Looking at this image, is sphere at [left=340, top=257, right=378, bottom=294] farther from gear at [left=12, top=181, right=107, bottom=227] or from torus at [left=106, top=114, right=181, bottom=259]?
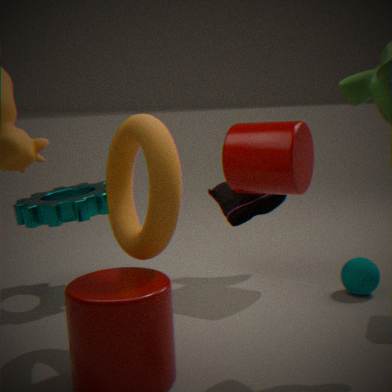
gear at [left=12, top=181, right=107, bottom=227]
